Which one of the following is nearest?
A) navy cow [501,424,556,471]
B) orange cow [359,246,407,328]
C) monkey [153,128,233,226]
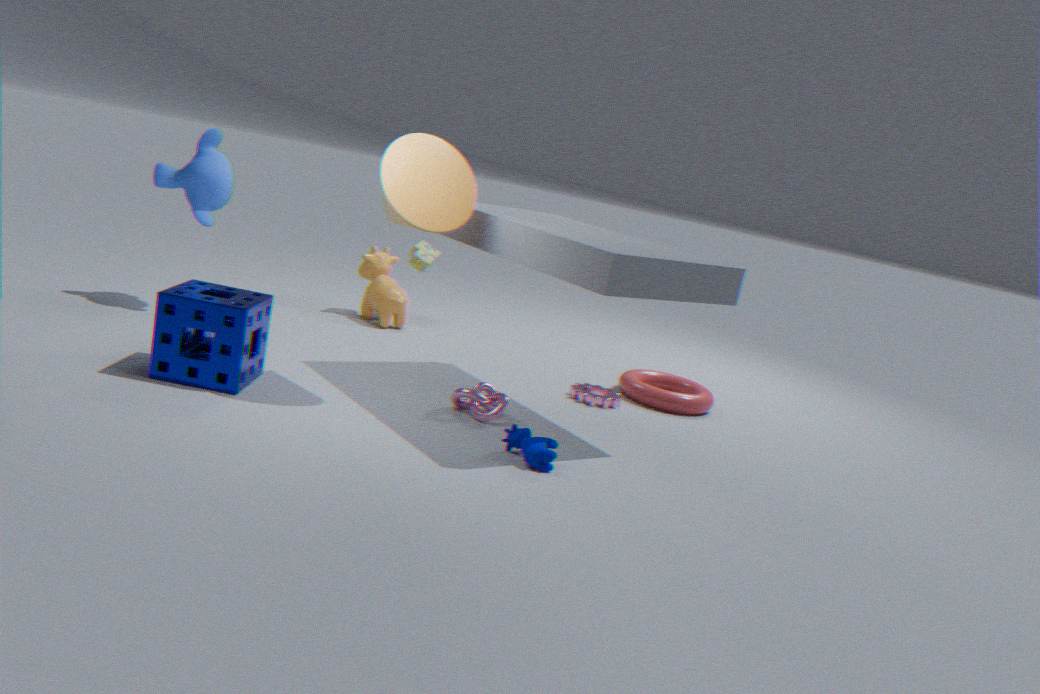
A. navy cow [501,424,556,471]
